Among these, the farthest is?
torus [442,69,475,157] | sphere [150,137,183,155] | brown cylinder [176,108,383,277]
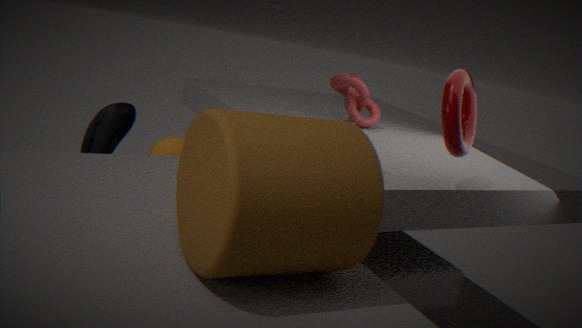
sphere [150,137,183,155]
